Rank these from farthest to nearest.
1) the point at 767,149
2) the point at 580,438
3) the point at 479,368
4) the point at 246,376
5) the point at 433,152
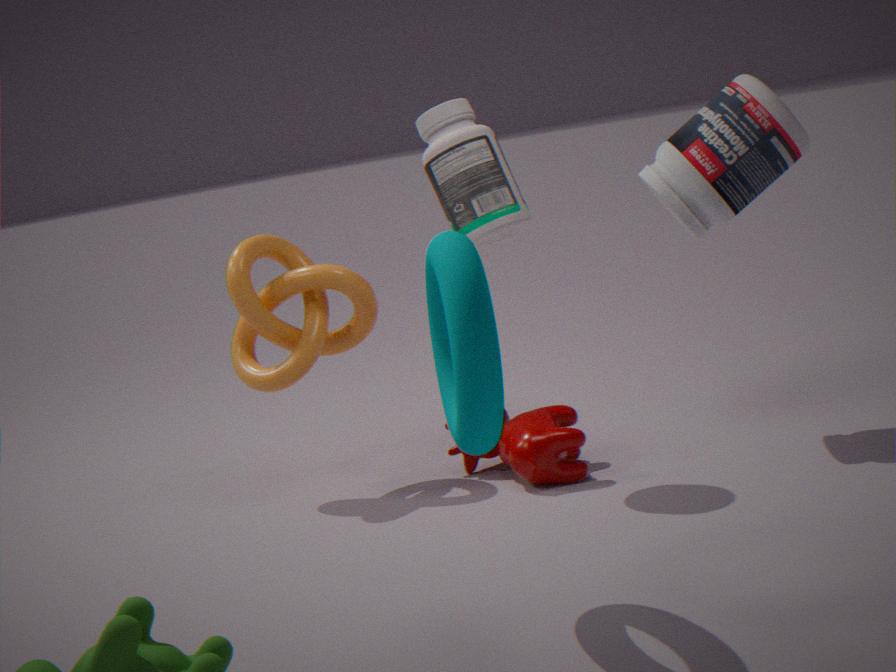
4. the point at 246,376 < 2. the point at 580,438 < 1. the point at 767,149 < 5. the point at 433,152 < 3. the point at 479,368
